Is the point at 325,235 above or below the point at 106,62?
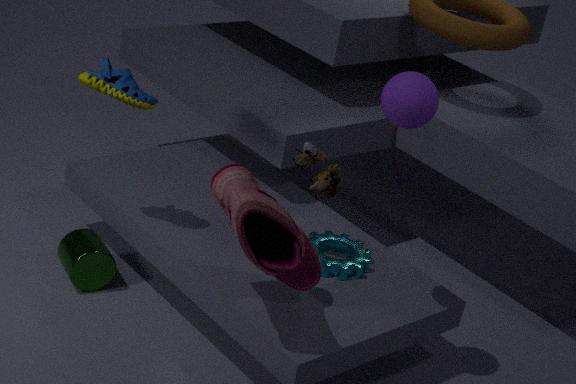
Answer: below
